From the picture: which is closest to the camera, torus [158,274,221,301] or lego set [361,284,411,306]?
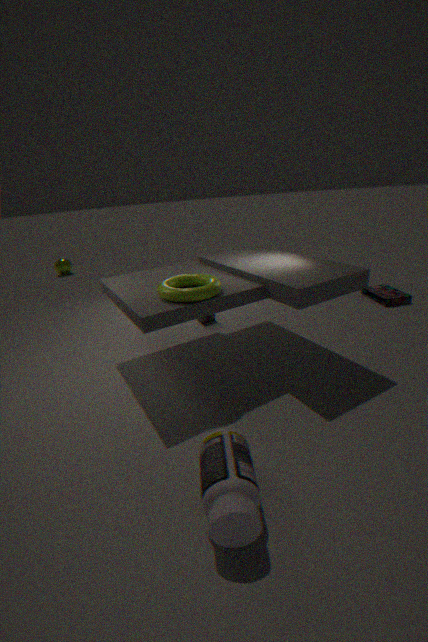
torus [158,274,221,301]
